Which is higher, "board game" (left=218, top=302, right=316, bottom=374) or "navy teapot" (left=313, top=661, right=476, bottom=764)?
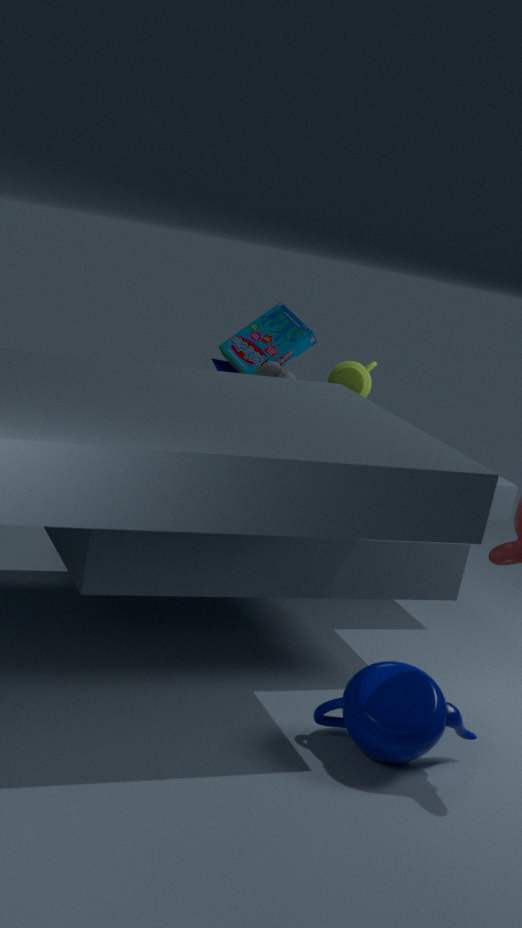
"board game" (left=218, top=302, right=316, bottom=374)
